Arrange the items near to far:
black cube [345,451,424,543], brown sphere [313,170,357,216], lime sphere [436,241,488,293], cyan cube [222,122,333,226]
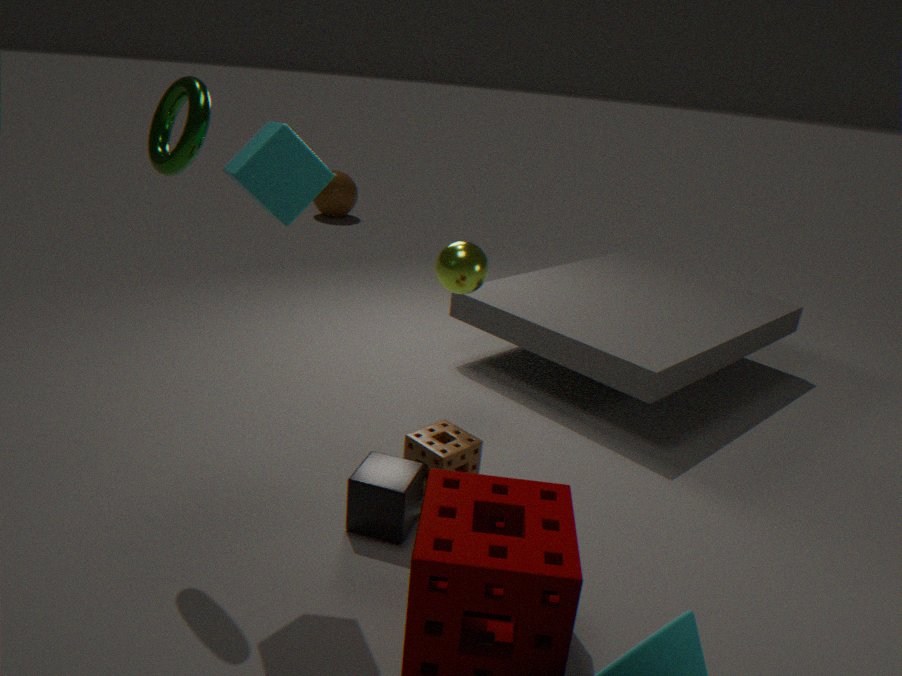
1. cyan cube [222,122,333,226]
2. black cube [345,451,424,543]
3. lime sphere [436,241,488,293]
4. brown sphere [313,170,357,216]
